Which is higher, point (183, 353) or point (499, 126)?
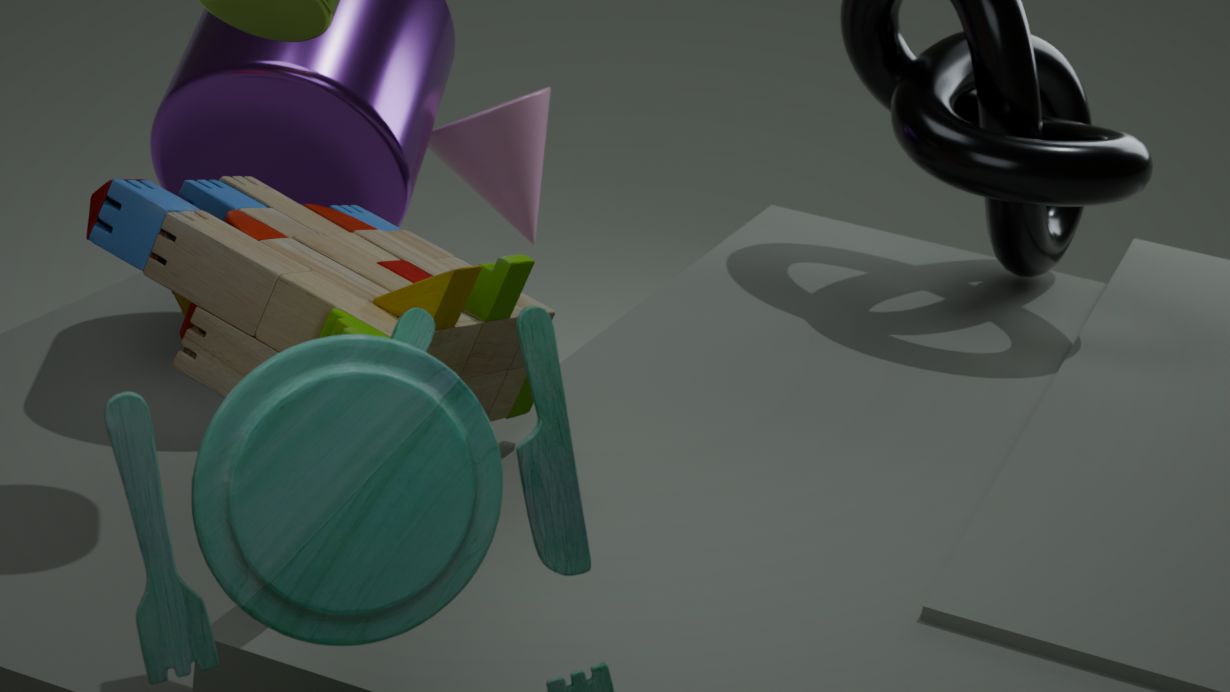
point (183, 353)
